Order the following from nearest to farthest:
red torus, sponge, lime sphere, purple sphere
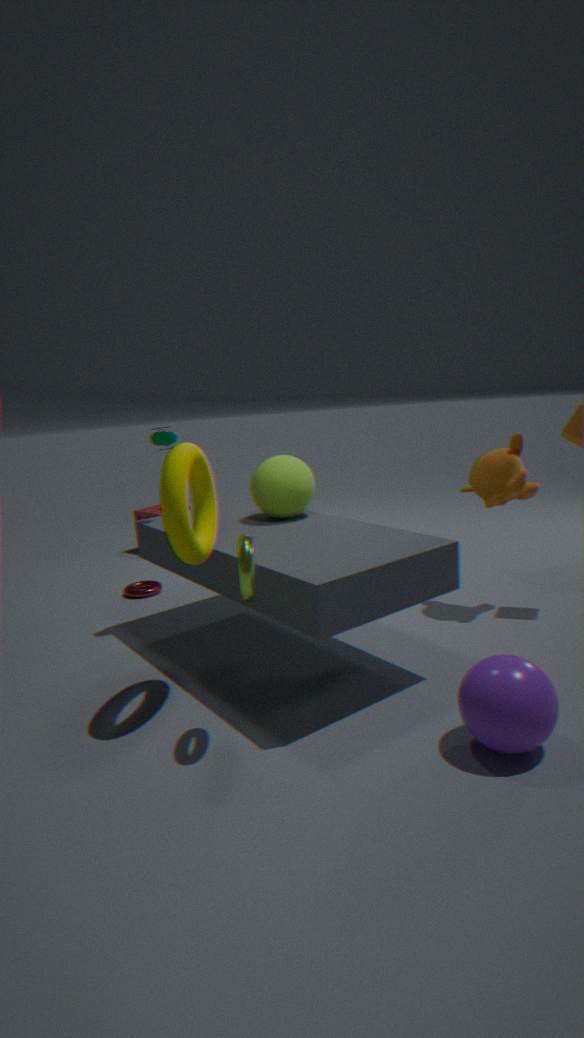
purple sphere
lime sphere
red torus
sponge
